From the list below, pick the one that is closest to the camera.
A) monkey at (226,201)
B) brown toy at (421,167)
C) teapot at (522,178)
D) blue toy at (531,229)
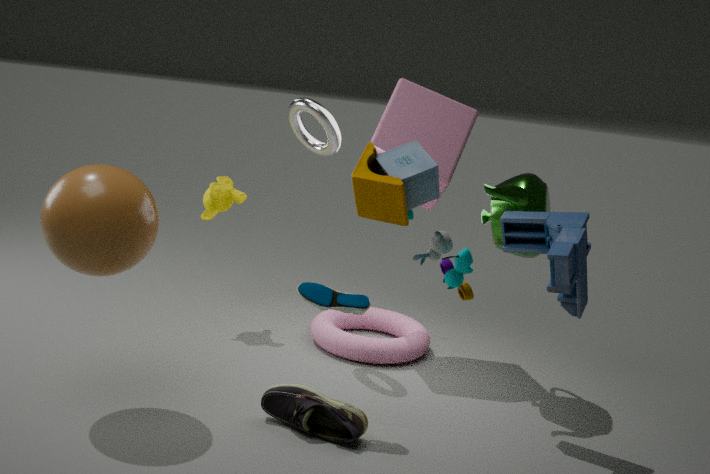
brown toy at (421,167)
